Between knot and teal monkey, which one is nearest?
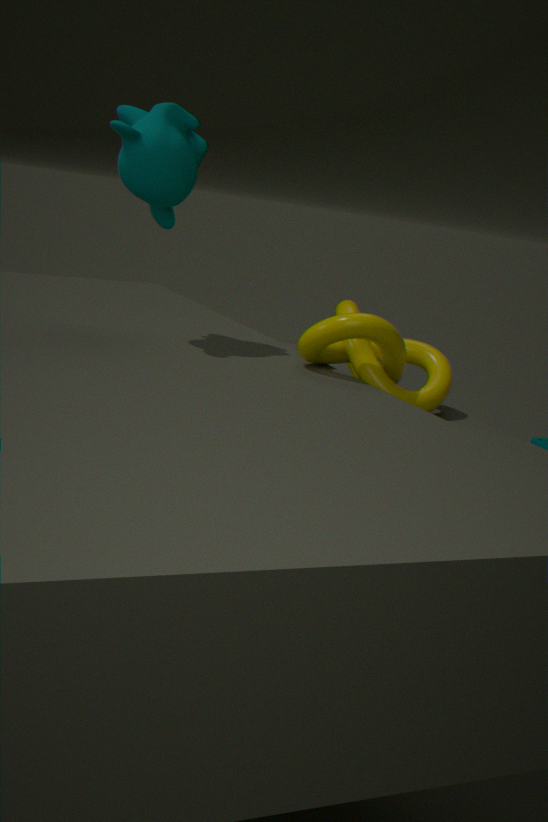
knot
